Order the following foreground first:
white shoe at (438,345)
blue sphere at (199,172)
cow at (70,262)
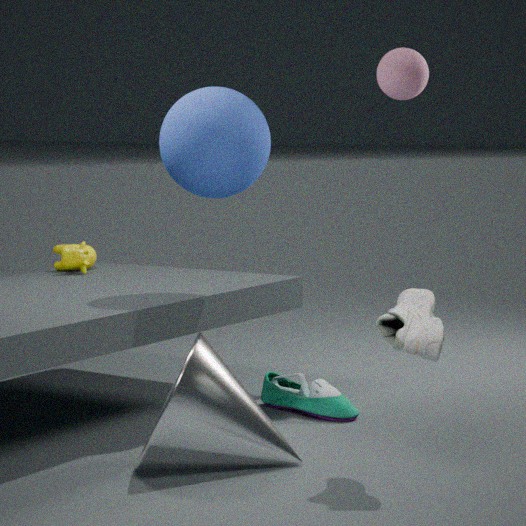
white shoe at (438,345), blue sphere at (199,172), cow at (70,262)
